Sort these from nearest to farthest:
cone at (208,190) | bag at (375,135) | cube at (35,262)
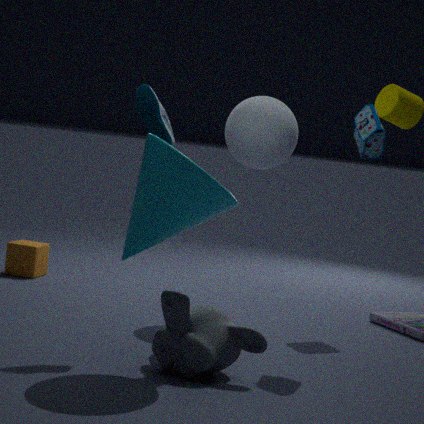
1. cone at (208,190)
2. bag at (375,135)
3. cube at (35,262)
